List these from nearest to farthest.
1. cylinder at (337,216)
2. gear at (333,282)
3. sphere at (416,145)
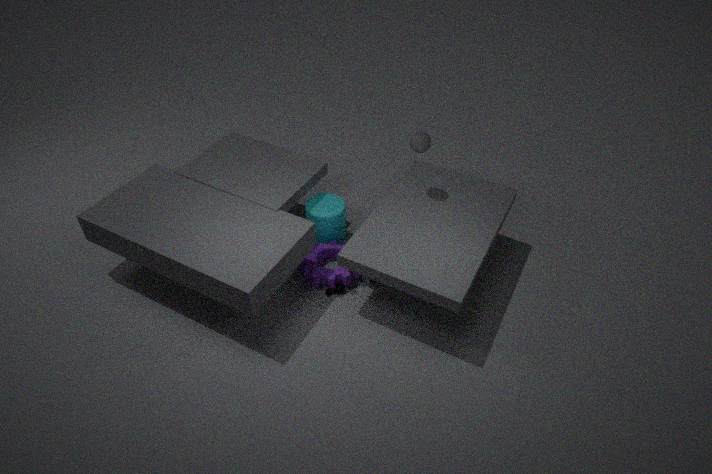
gear at (333,282)
sphere at (416,145)
cylinder at (337,216)
